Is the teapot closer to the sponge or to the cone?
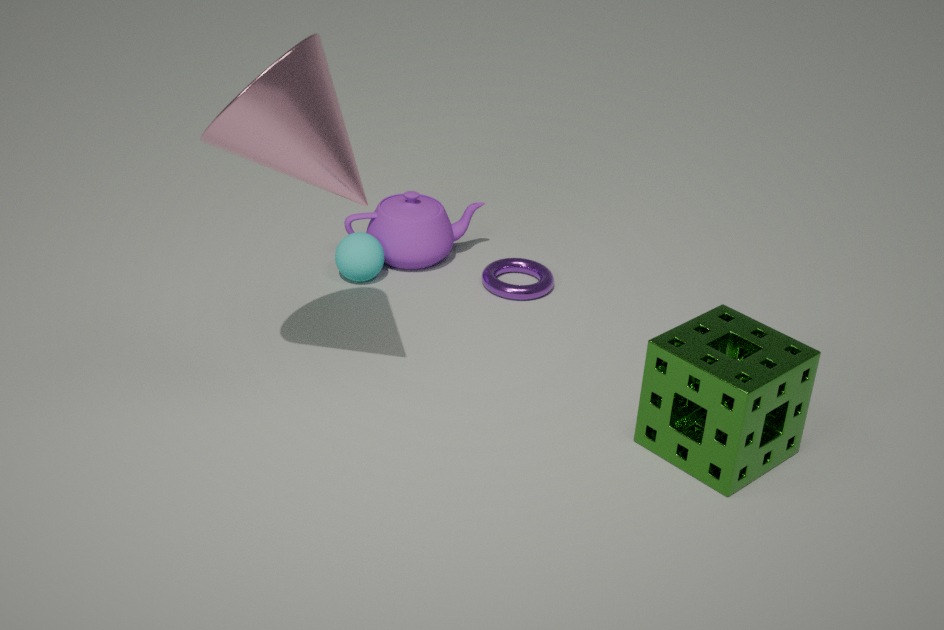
the cone
